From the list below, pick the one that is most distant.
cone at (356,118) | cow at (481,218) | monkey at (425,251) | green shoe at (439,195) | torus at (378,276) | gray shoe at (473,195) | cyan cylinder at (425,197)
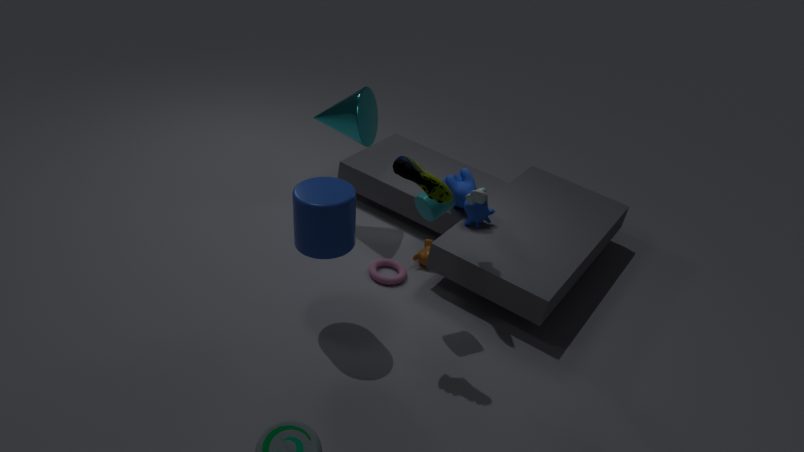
monkey at (425,251)
